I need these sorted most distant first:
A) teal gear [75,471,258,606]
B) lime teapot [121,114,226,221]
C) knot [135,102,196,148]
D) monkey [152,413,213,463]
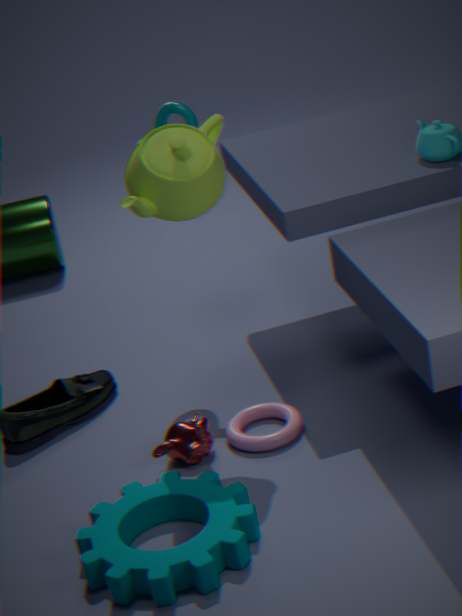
knot [135,102,196,148], monkey [152,413,213,463], lime teapot [121,114,226,221], teal gear [75,471,258,606]
